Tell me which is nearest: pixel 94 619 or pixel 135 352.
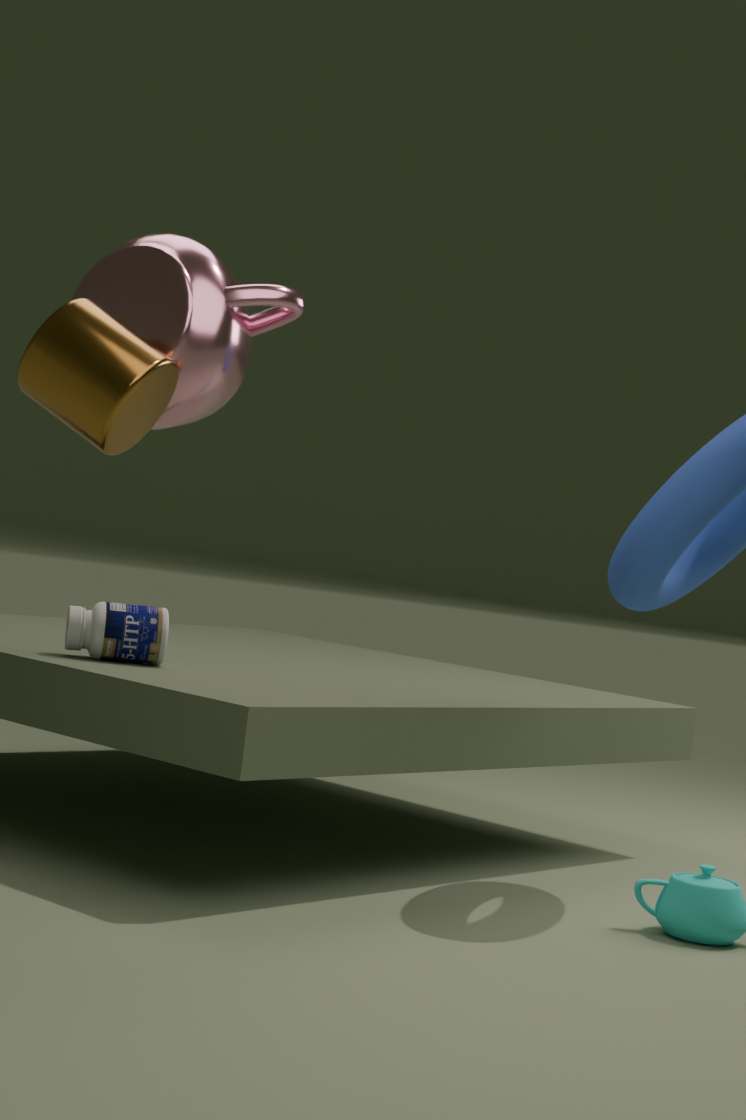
pixel 135 352
